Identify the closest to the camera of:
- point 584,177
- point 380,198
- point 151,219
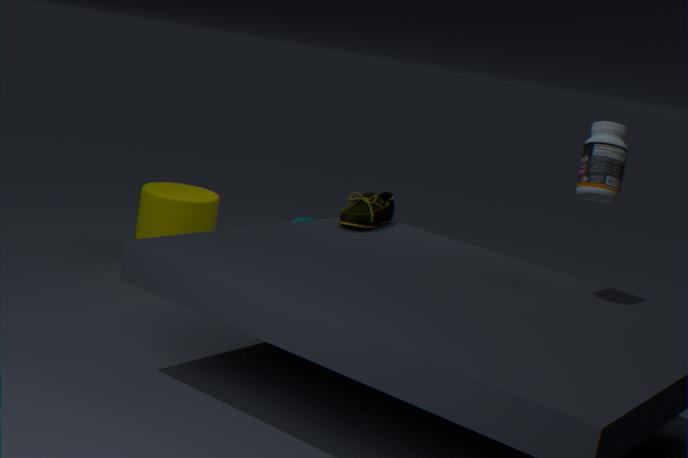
point 584,177
